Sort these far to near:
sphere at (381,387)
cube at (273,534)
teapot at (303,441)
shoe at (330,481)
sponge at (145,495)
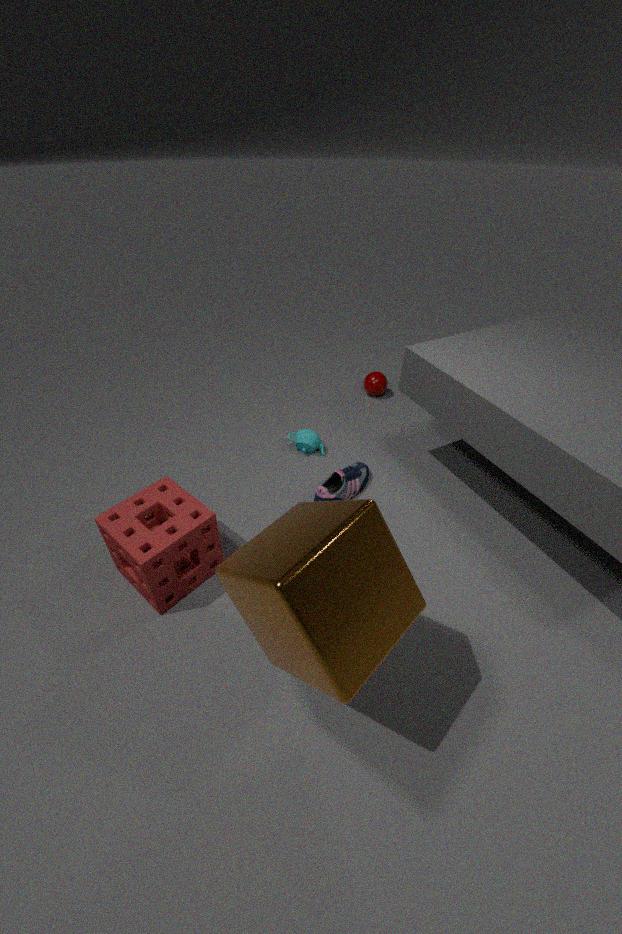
sphere at (381,387) < teapot at (303,441) < shoe at (330,481) < sponge at (145,495) < cube at (273,534)
